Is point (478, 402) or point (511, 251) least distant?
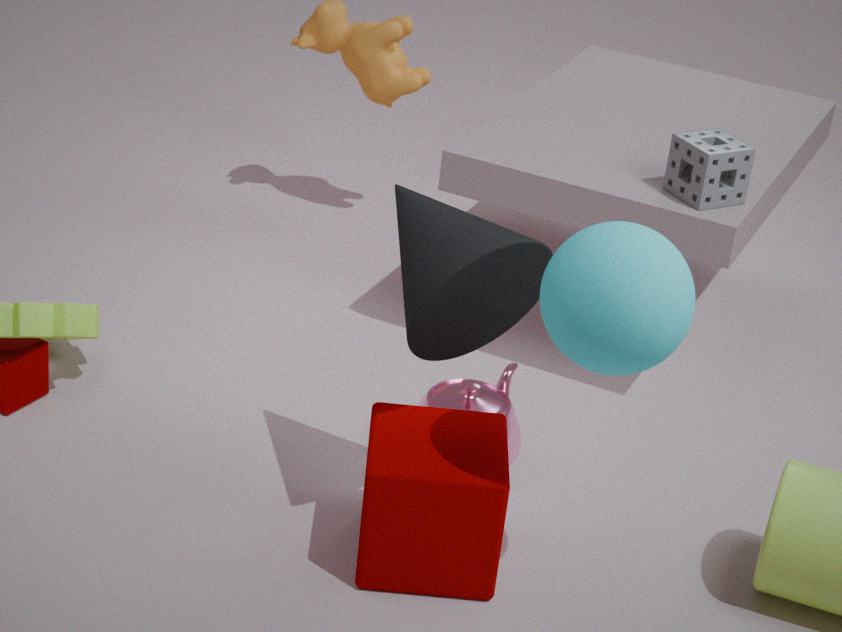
point (511, 251)
